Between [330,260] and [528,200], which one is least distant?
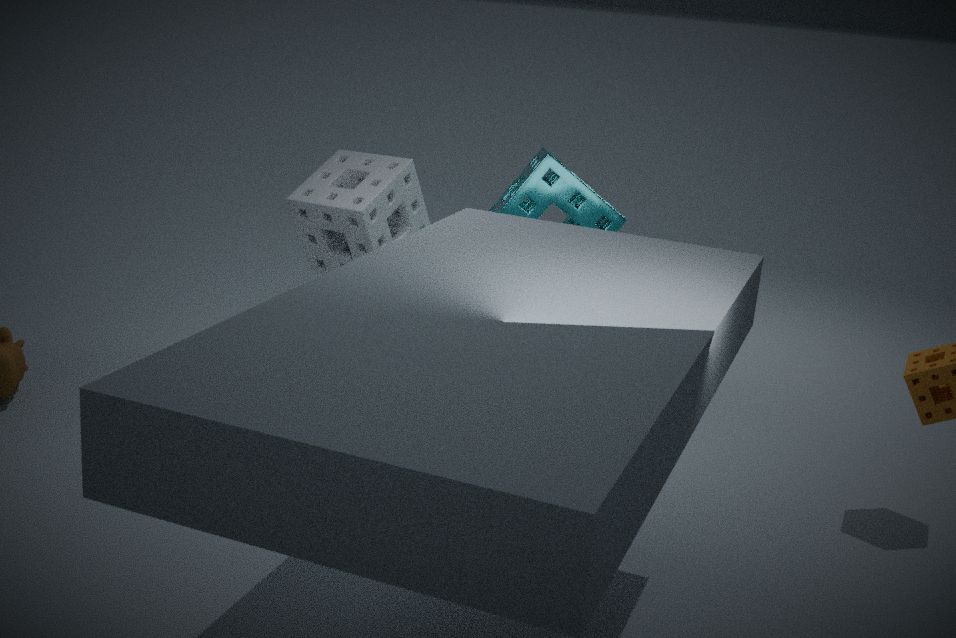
[528,200]
